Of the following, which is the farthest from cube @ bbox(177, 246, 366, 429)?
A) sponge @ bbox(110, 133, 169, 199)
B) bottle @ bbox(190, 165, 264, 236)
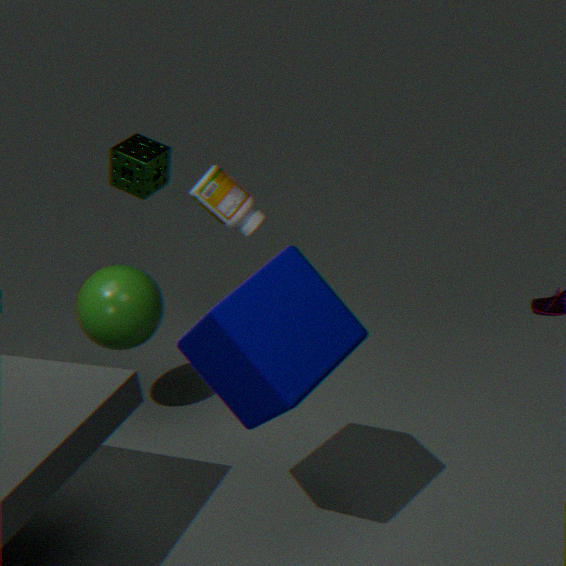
sponge @ bbox(110, 133, 169, 199)
